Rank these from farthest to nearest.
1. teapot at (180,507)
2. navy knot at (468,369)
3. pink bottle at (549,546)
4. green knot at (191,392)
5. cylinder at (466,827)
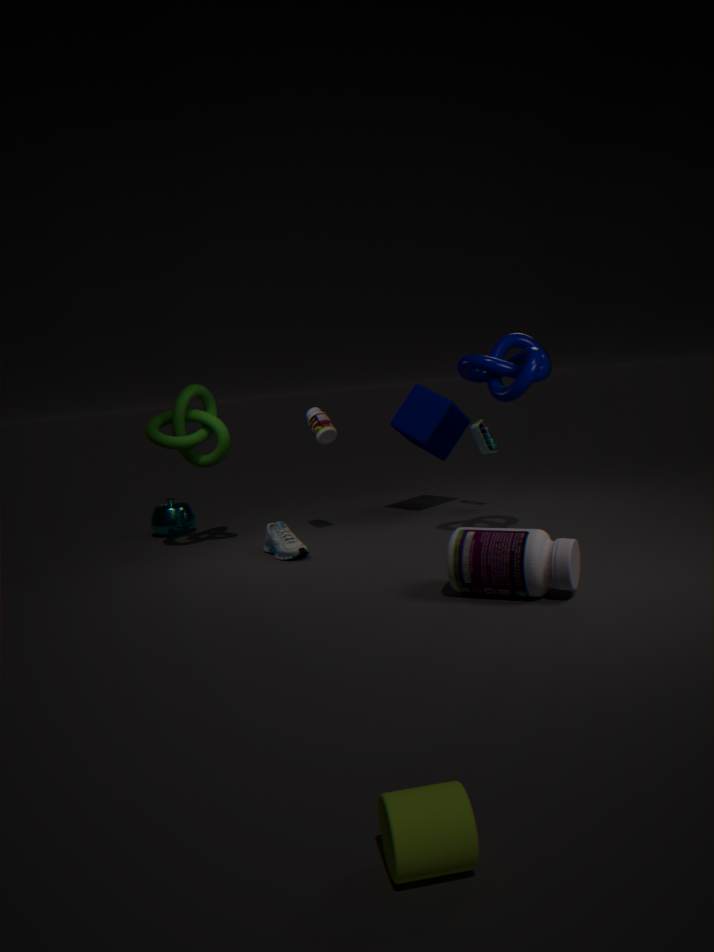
teapot at (180,507)
green knot at (191,392)
navy knot at (468,369)
pink bottle at (549,546)
cylinder at (466,827)
